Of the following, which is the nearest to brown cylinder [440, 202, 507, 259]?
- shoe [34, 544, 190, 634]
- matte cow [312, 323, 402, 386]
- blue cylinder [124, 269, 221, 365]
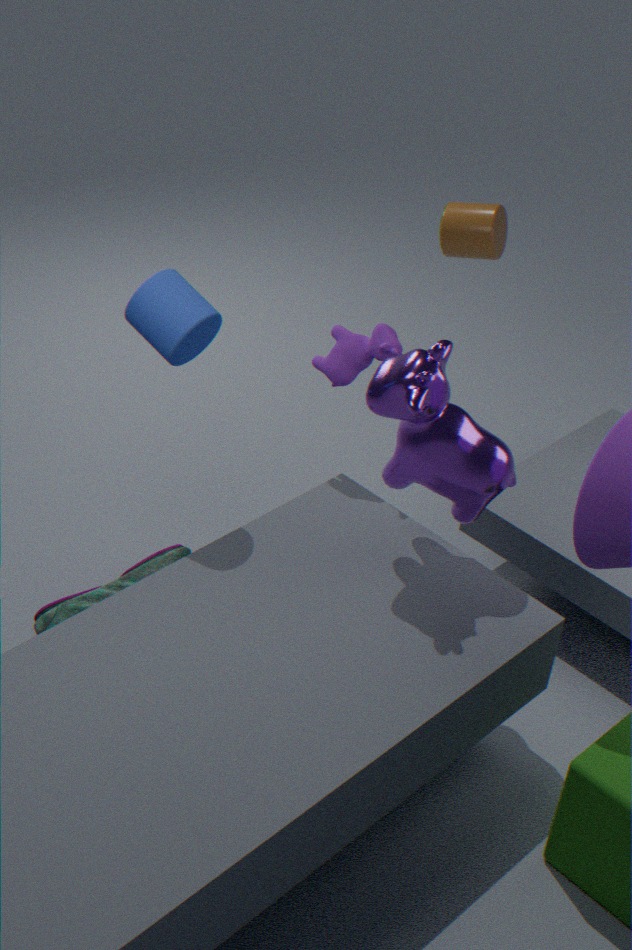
matte cow [312, 323, 402, 386]
